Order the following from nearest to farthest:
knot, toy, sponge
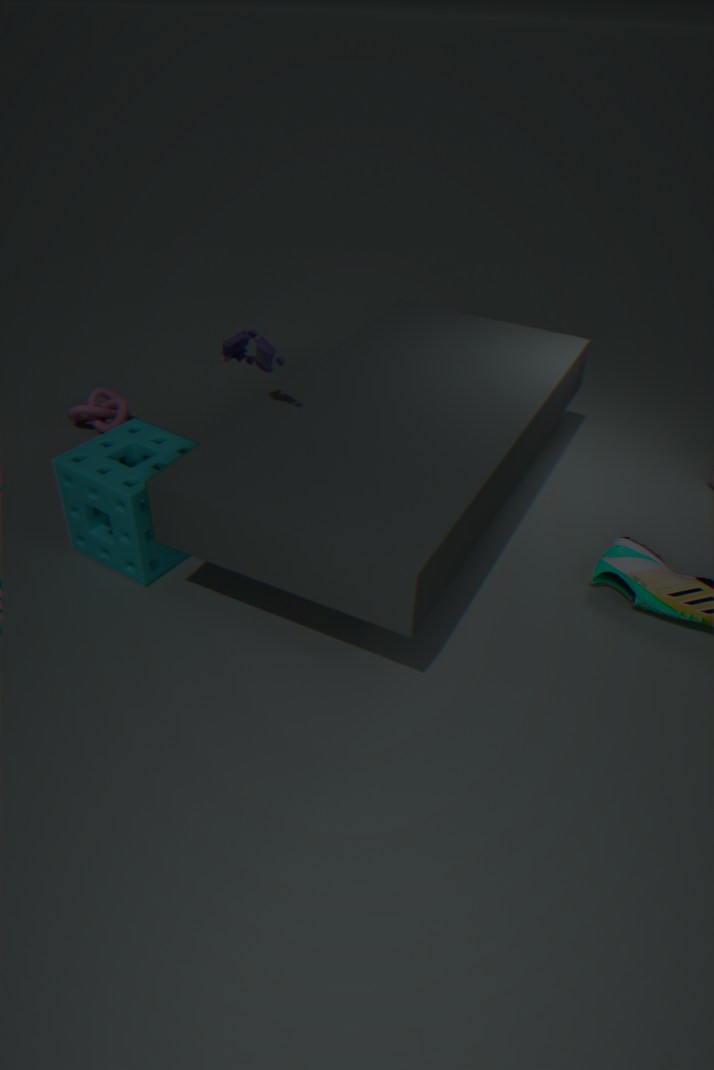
sponge
toy
knot
